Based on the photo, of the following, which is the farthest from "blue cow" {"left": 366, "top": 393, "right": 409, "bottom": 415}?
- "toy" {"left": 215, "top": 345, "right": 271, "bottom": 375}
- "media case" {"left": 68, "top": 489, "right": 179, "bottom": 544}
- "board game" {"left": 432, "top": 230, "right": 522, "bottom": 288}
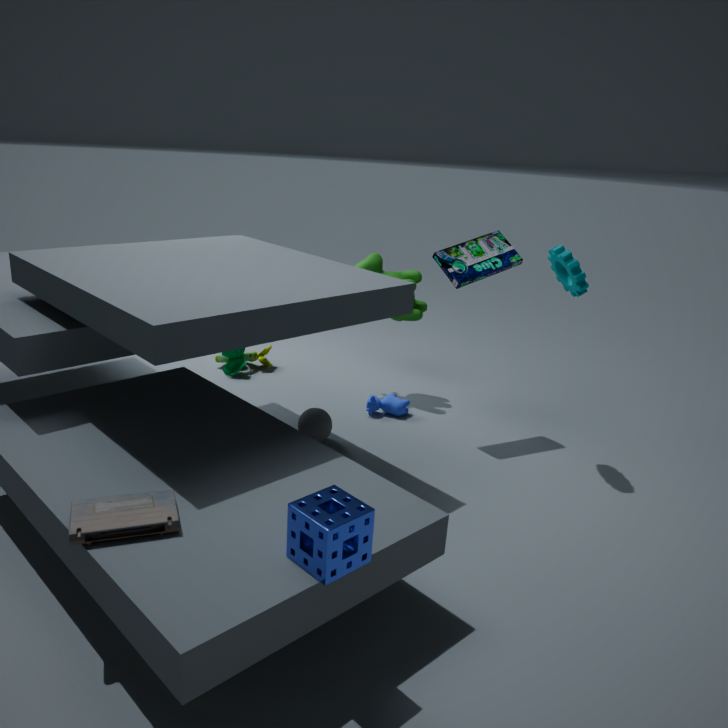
"media case" {"left": 68, "top": 489, "right": 179, "bottom": 544}
